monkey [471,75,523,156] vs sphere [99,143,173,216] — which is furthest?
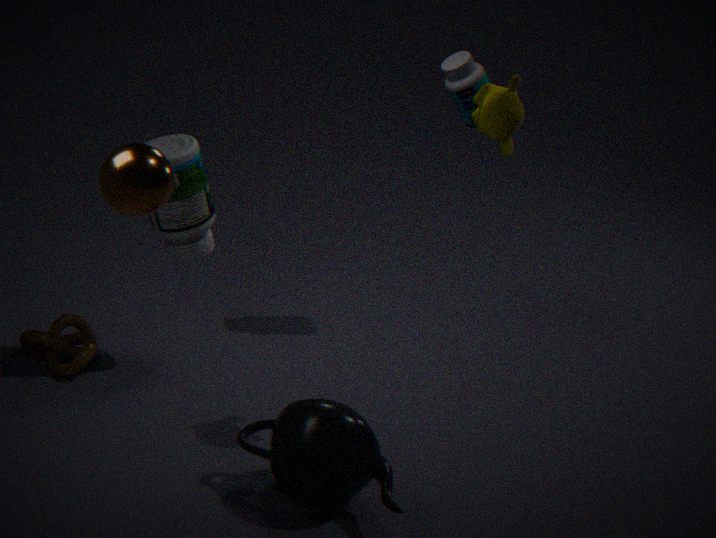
monkey [471,75,523,156]
